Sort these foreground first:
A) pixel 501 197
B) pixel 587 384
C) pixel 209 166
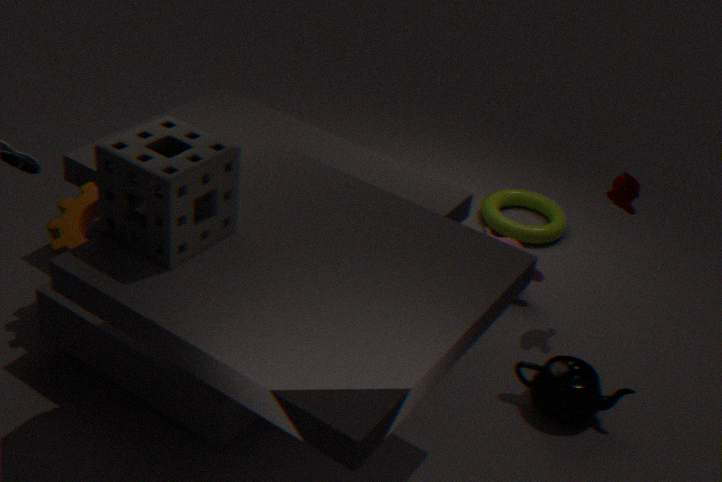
pixel 209 166 < pixel 587 384 < pixel 501 197
